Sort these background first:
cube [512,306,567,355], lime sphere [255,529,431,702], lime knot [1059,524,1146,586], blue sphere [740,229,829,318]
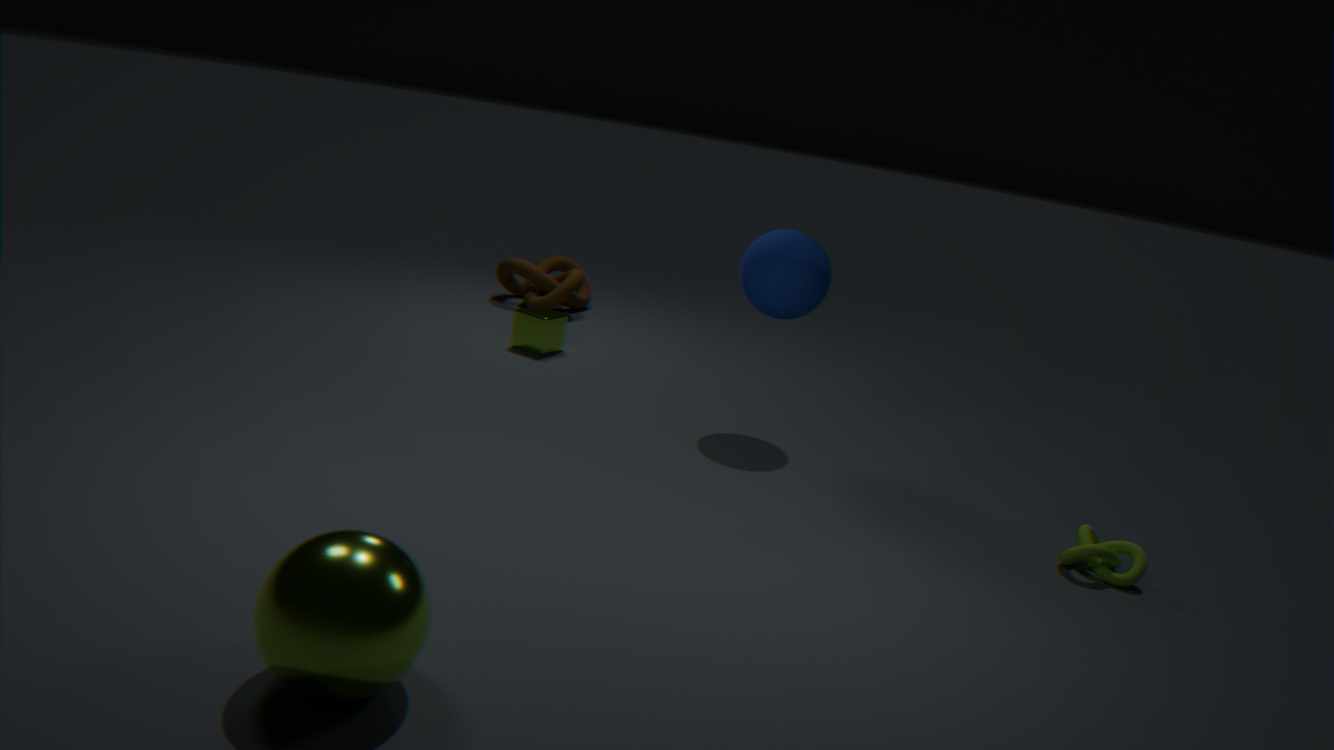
cube [512,306,567,355] < blue sphere [740,229,829,318] < lime knot [1059,524,1146,586] < lime sphere [255,529,431,702]
